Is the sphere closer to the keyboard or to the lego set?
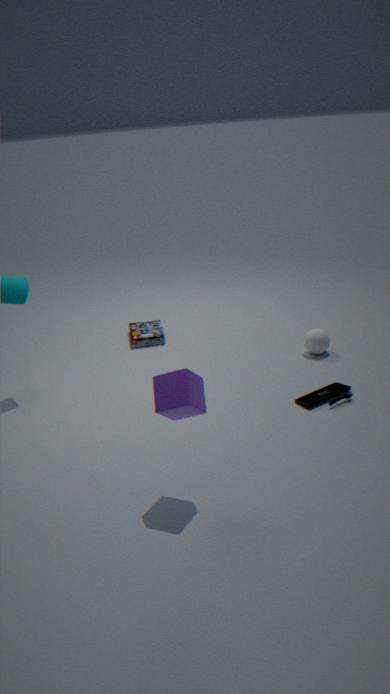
the keyboard
